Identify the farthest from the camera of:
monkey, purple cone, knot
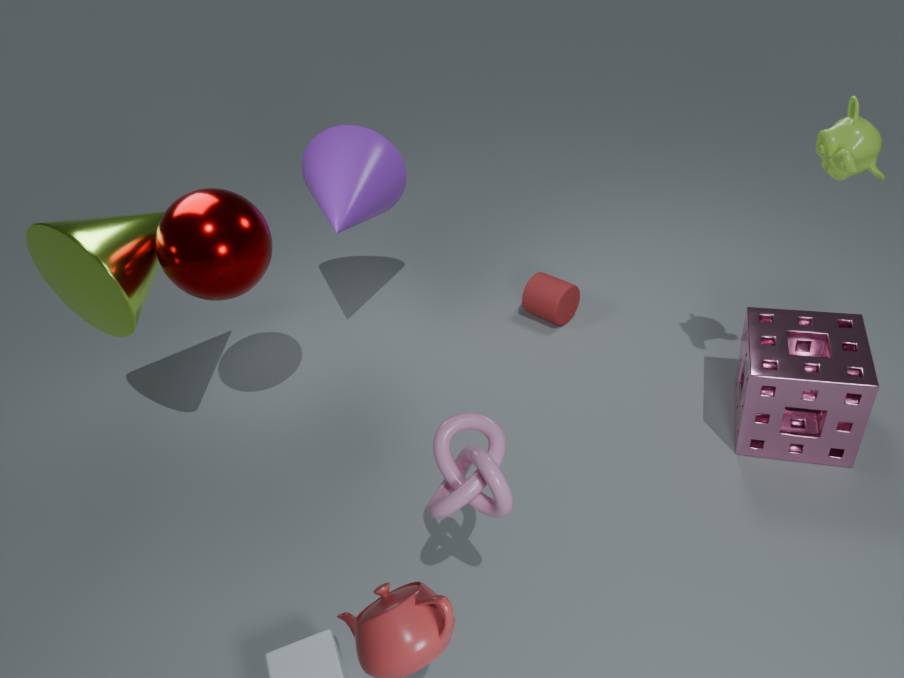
purple cone
